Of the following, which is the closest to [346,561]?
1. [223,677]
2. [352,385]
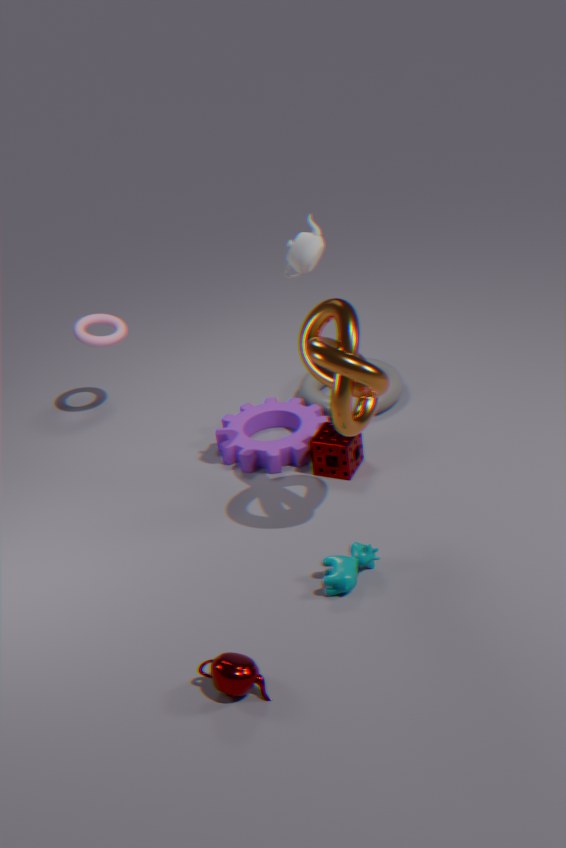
[223,677]
